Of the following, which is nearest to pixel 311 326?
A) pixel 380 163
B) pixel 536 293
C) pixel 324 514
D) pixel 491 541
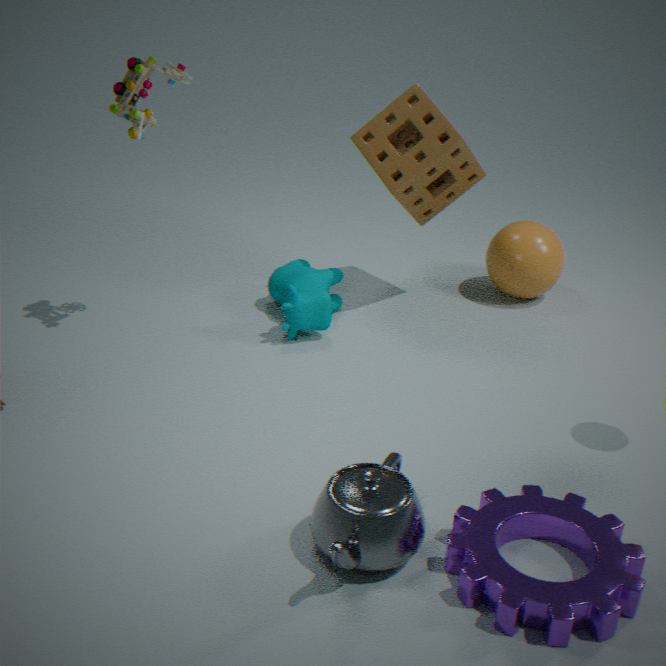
pixel 380 163
